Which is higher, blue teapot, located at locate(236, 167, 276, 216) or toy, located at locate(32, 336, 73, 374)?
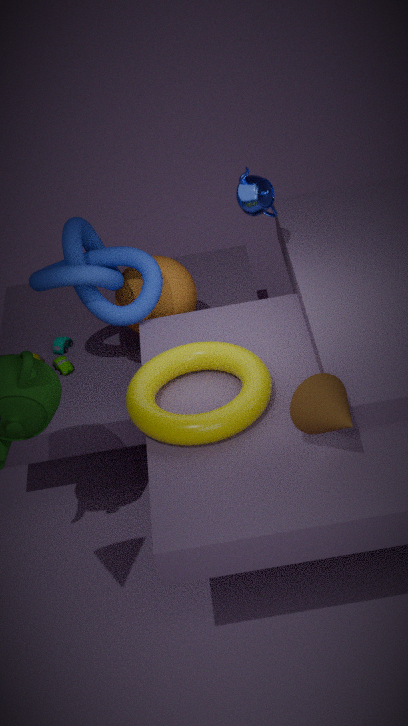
blue teapot, located at locate(236, 167, 276, 216)
